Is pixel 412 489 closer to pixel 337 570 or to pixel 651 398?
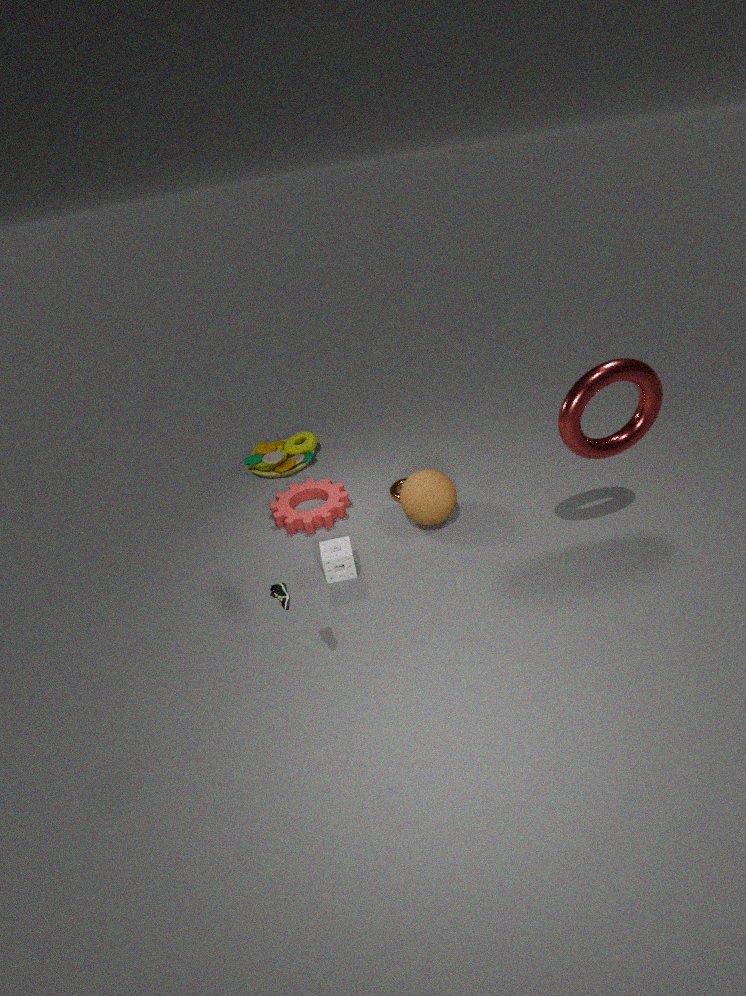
pixel 337 570
